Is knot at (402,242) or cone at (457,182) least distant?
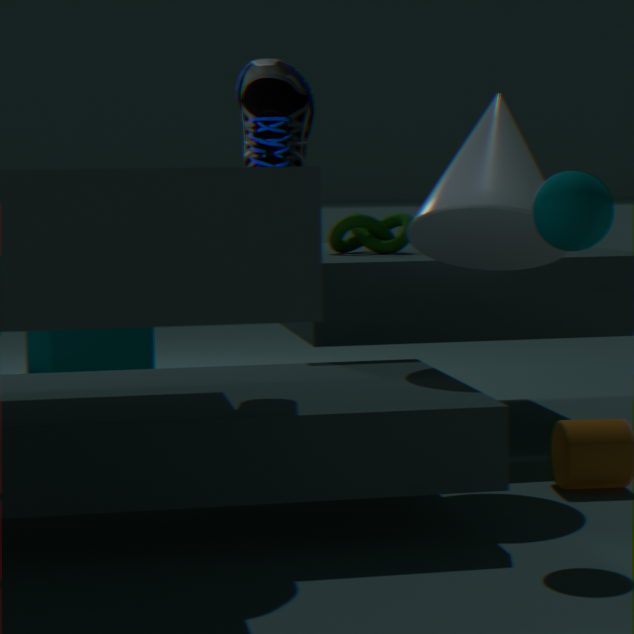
cone at (457,182)
